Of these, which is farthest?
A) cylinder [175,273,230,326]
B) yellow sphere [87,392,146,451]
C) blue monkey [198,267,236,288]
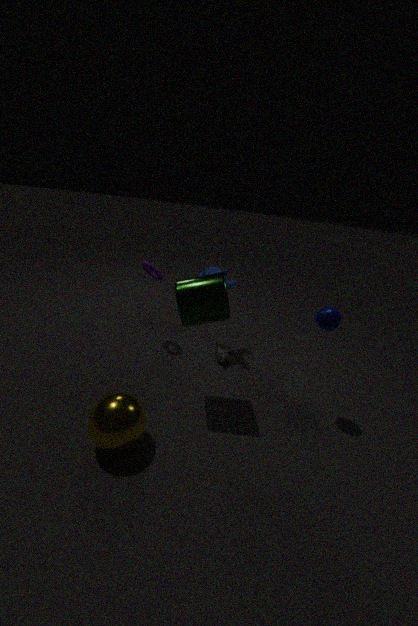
blue monkey [198,267,236,288]
